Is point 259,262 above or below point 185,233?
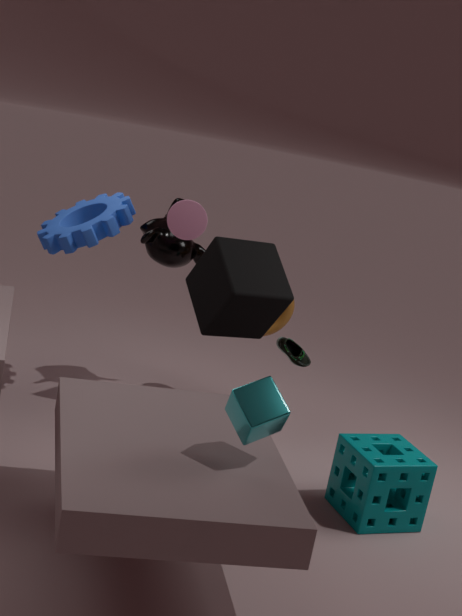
below
